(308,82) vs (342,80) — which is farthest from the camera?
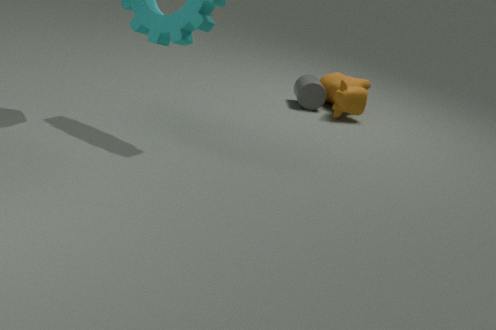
(308,82)
